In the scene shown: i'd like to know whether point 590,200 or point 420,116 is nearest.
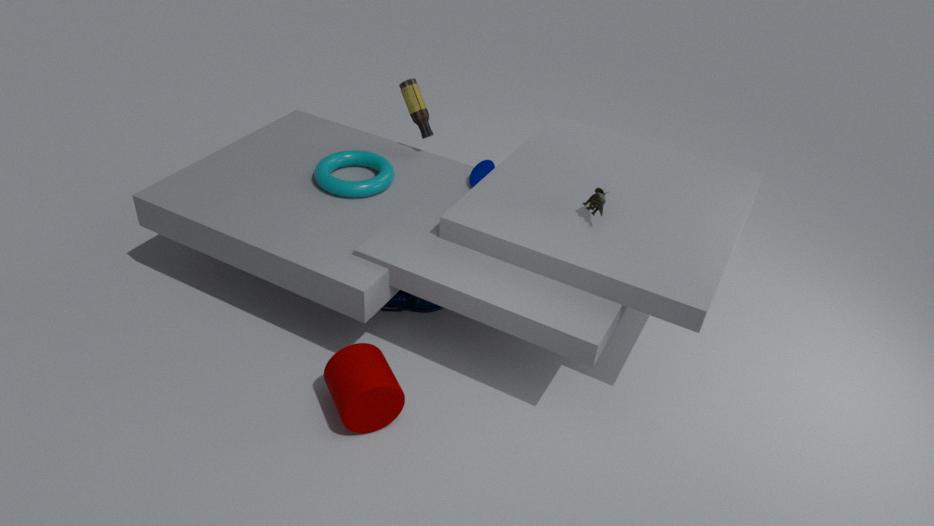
point 590,200
